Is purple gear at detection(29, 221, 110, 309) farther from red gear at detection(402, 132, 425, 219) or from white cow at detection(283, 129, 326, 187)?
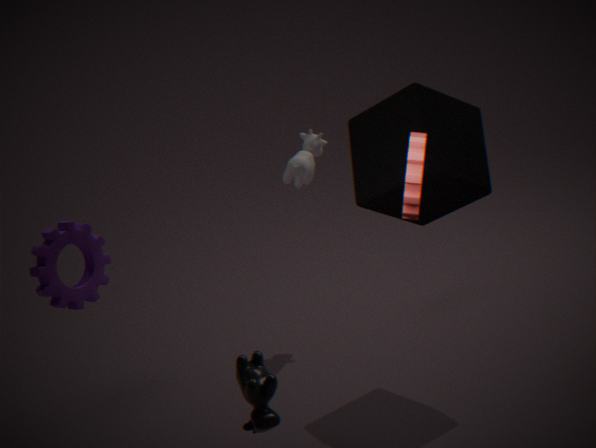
white cow at detection(283, 129, 326, 187)
